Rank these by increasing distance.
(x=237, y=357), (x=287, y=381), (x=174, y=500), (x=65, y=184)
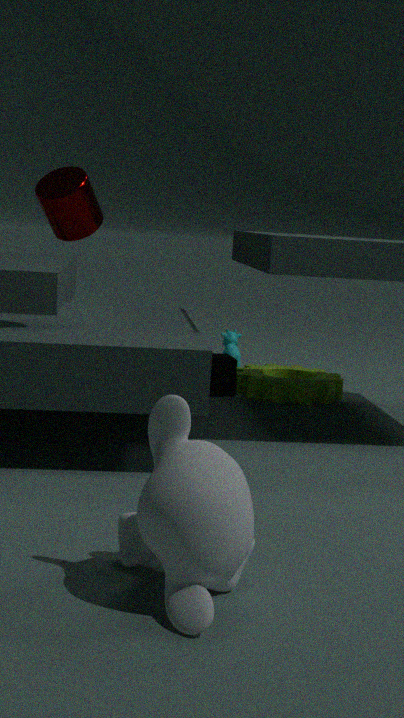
(x=174, y=500) → (x=65, y=184) → (x=287, y=381) → (x=237, y=357)
